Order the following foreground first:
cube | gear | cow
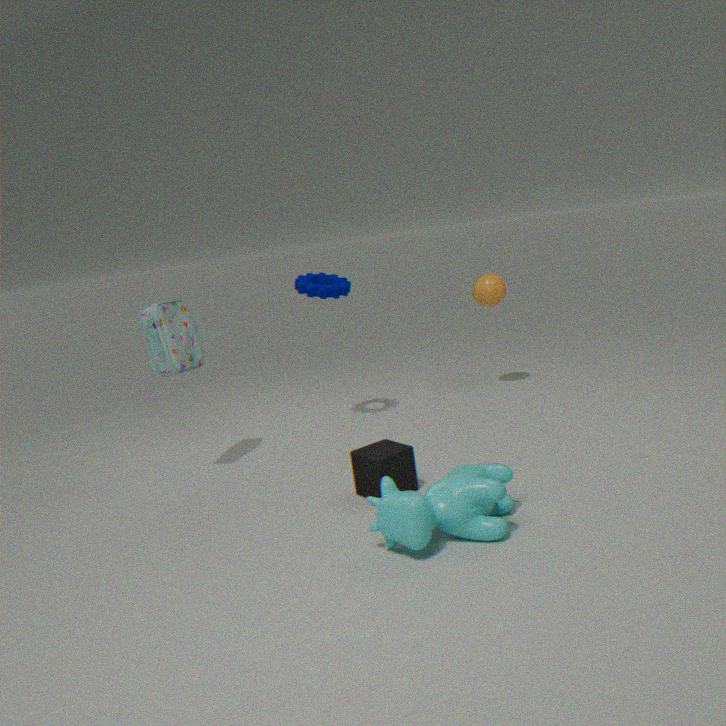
cow, cube, gear
